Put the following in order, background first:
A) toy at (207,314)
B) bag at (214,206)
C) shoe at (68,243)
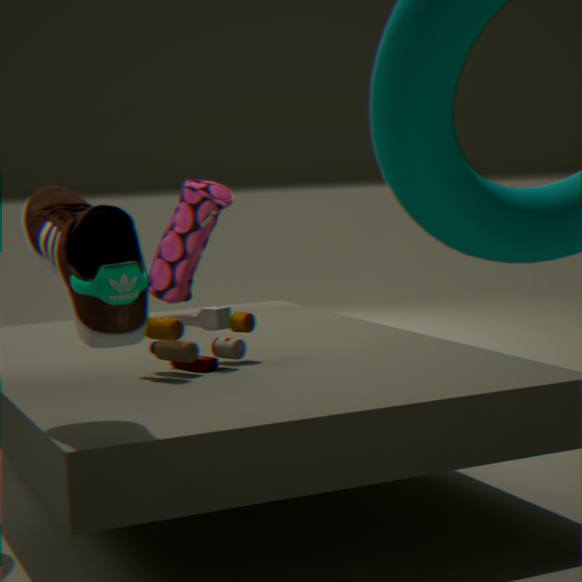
bag at (214,206), toy at (207,314), shoe at (68,243)
